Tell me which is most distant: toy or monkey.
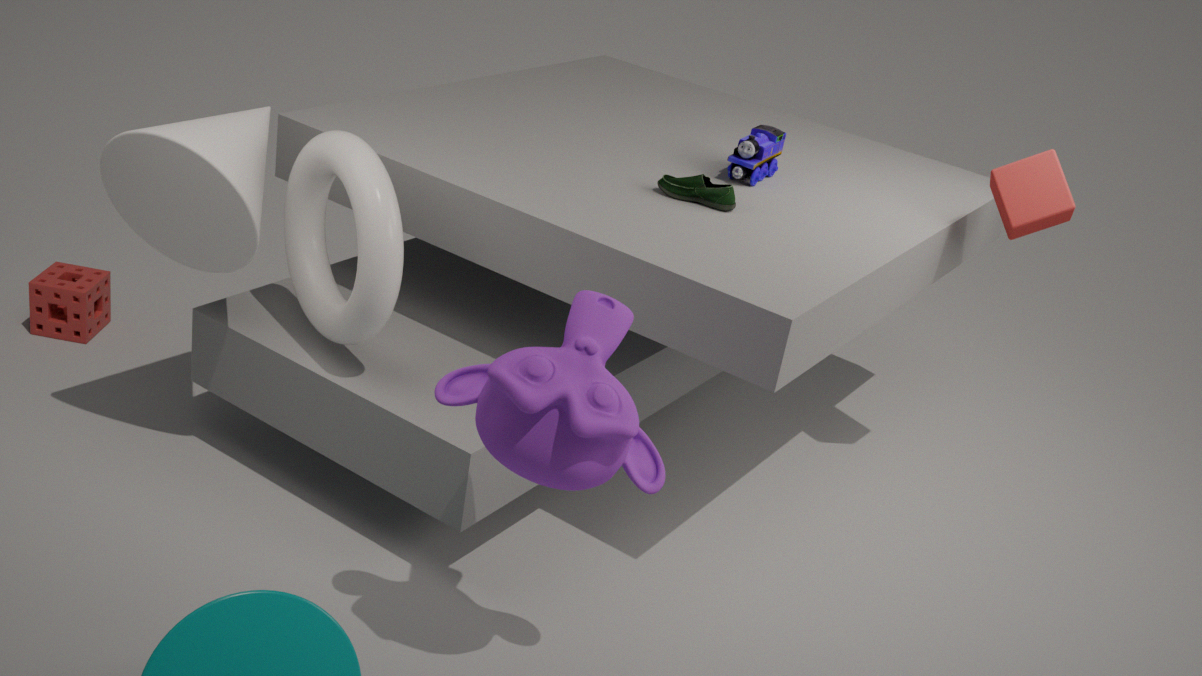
toy
